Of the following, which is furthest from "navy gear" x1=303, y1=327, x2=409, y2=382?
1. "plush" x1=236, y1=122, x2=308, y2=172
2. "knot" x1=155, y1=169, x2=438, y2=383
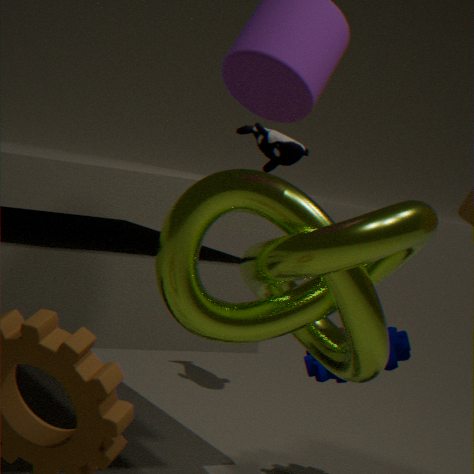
"plush" x1=236, y1=122, x2=308, y2=172
